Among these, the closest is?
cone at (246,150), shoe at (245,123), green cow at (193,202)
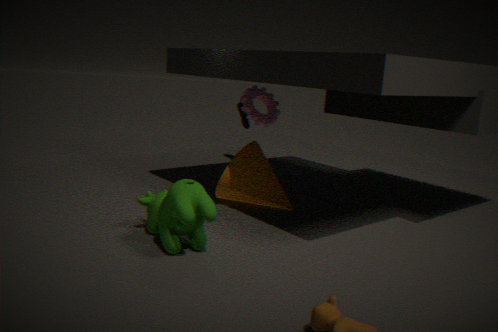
green cow at (193,202)
